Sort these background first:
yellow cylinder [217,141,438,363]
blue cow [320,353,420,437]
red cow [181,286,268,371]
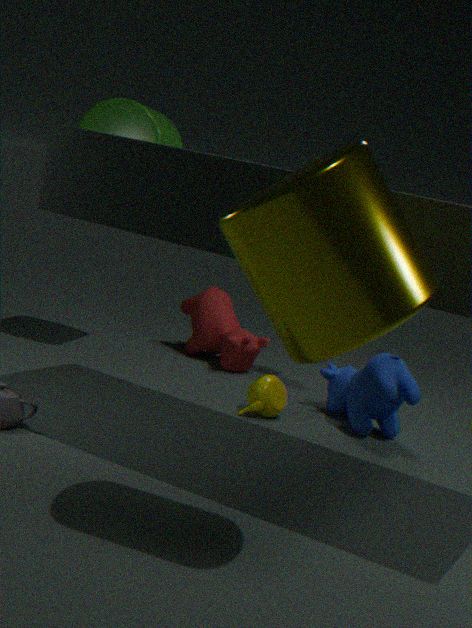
red cow [181,286,268,371], blue cow [320,353,420,437], yellow cylinder [217,141,438,363]
